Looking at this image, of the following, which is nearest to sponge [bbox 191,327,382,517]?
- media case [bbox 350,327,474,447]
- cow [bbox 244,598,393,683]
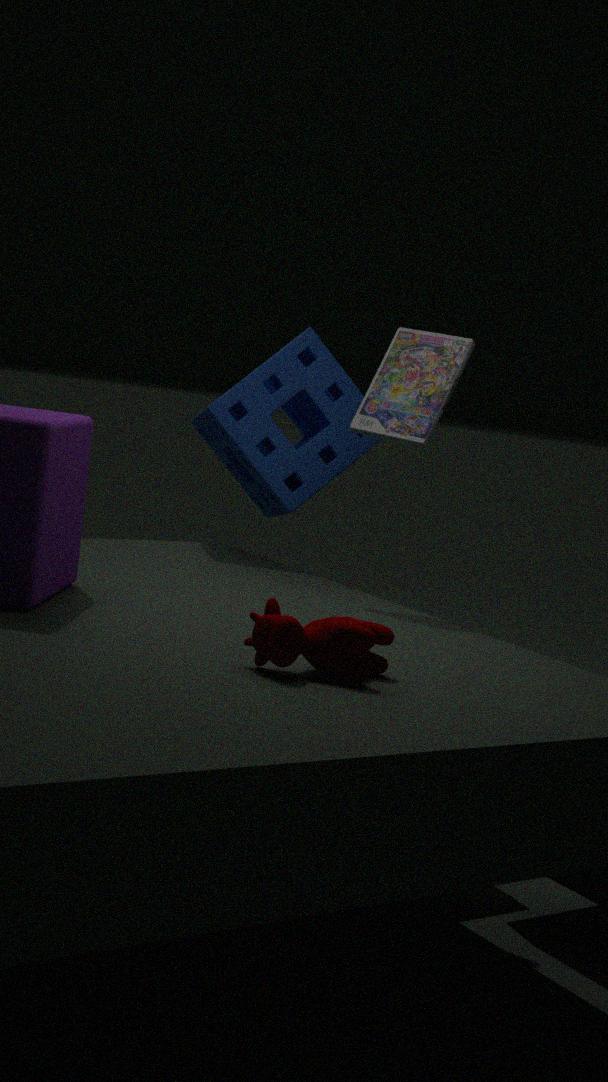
media case [bbox 350,327,474,447]
